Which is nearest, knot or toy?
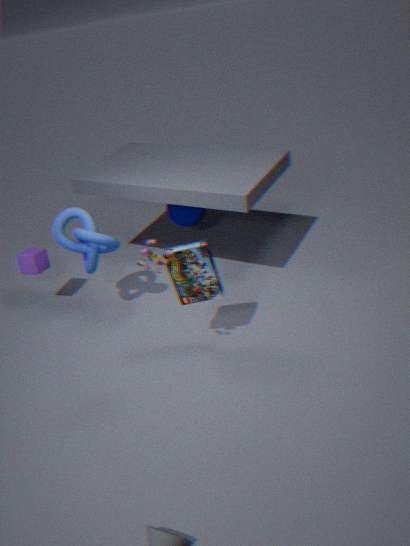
toy
